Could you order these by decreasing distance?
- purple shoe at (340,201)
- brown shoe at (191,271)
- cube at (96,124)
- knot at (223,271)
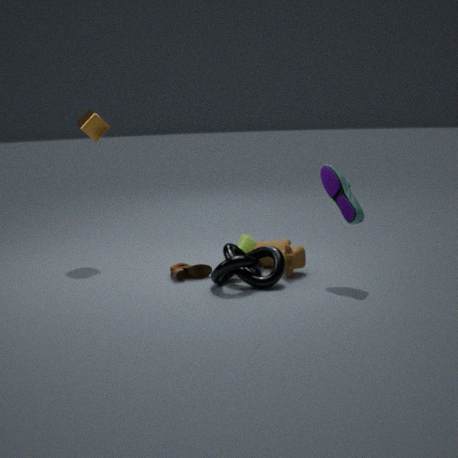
cube at (96,124) < brown shoe at (191,271) < knot at (223,271) < purple shoe at (340,201)
